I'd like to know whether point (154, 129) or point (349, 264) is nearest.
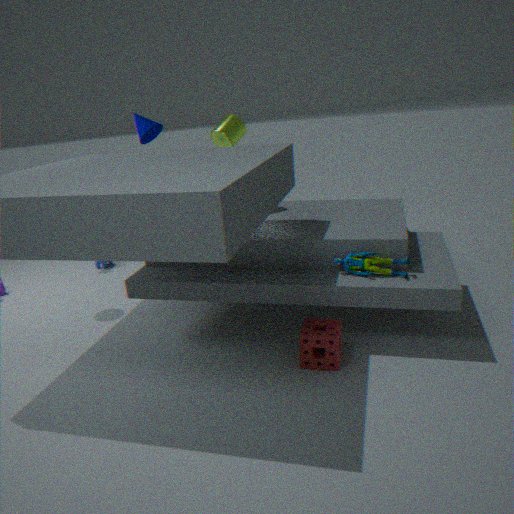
point (349, 264)
